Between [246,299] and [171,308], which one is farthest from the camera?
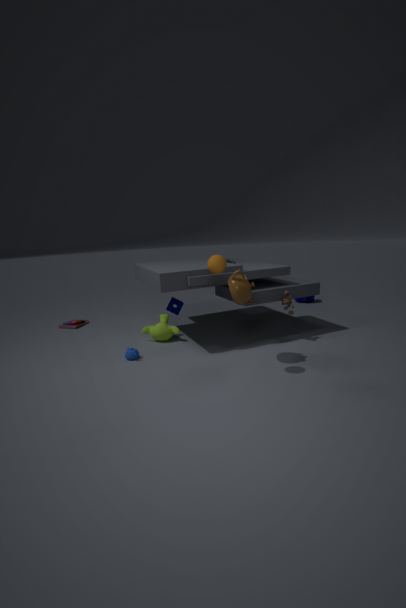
[171,308]
